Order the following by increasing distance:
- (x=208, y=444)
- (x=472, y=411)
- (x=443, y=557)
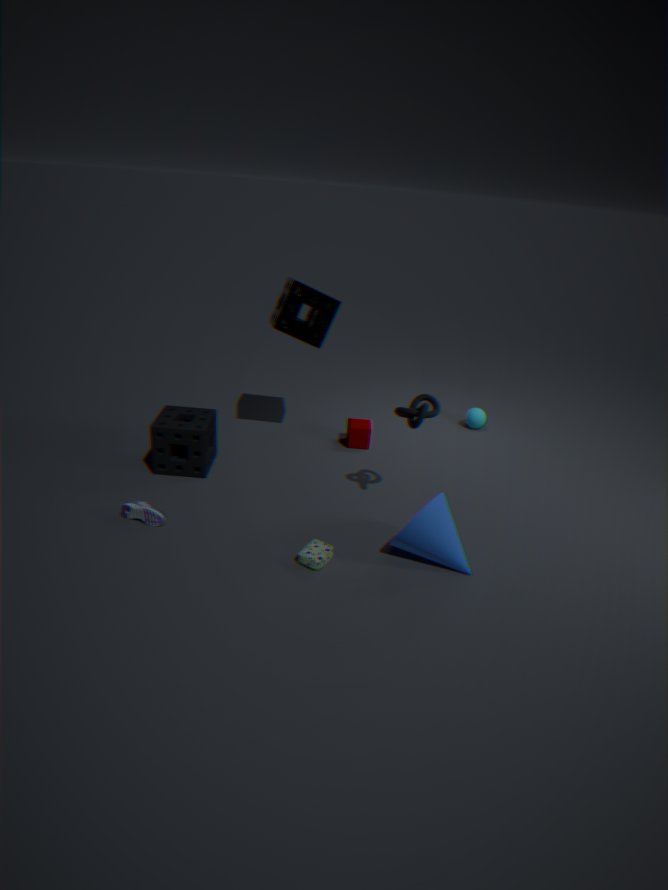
1. (x=443, y=557)
2. (x=208, y=444)
3. (x=472, y=411)
